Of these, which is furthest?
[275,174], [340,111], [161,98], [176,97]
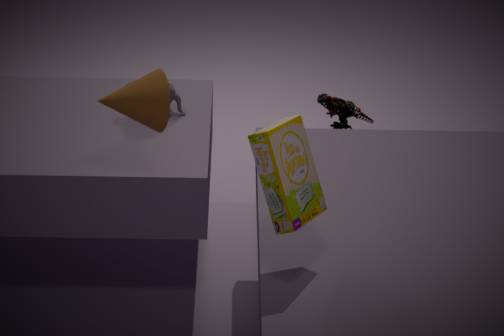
[340,111]
